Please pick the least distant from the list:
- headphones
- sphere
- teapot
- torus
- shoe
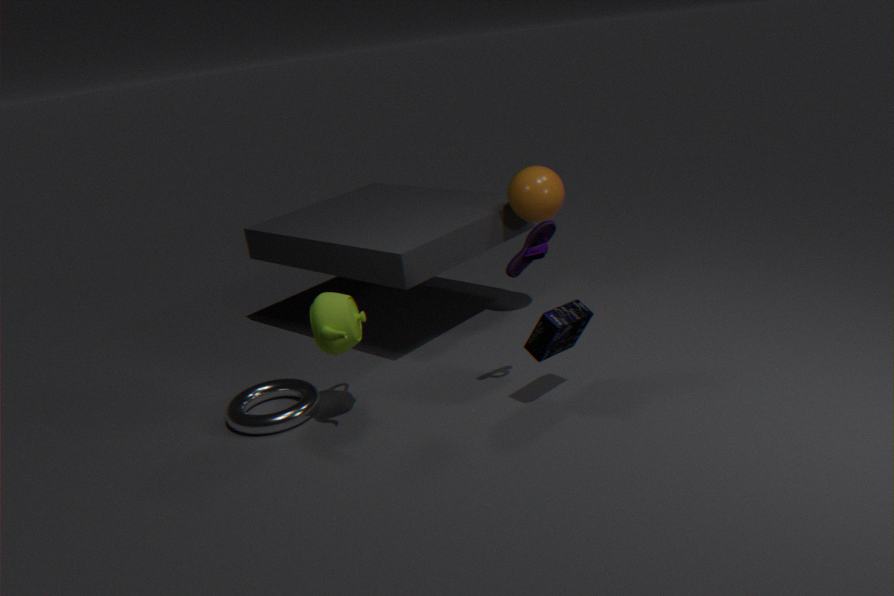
shoe
